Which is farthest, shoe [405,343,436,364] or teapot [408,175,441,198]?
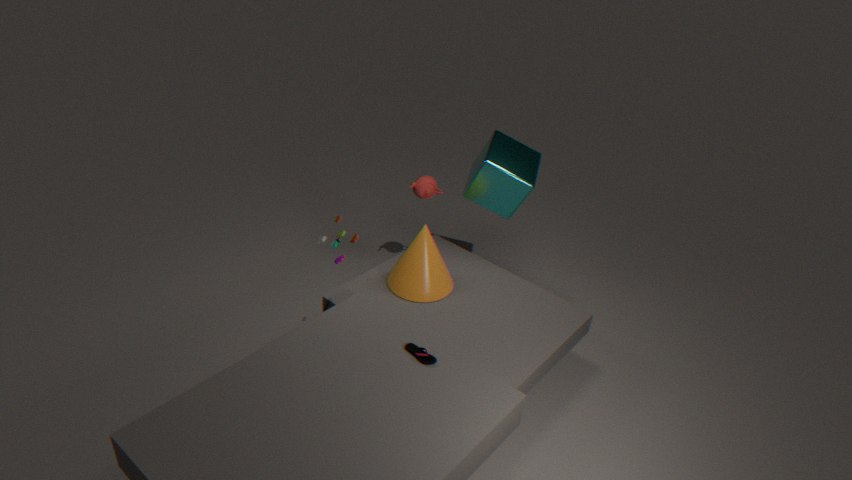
teapot [408,175,441,198]
